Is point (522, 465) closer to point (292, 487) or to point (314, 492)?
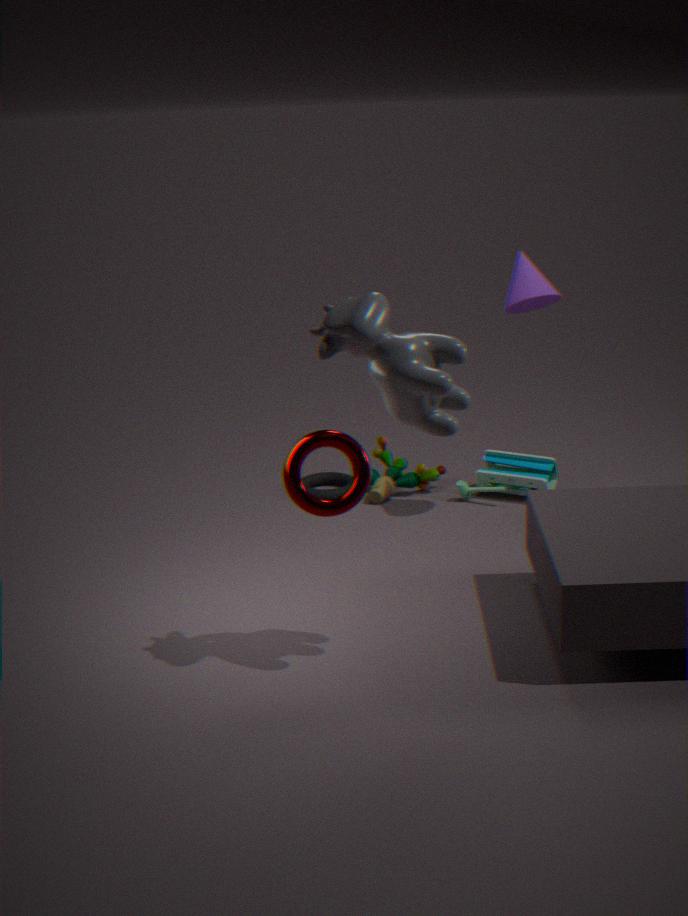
point (314, 492)
